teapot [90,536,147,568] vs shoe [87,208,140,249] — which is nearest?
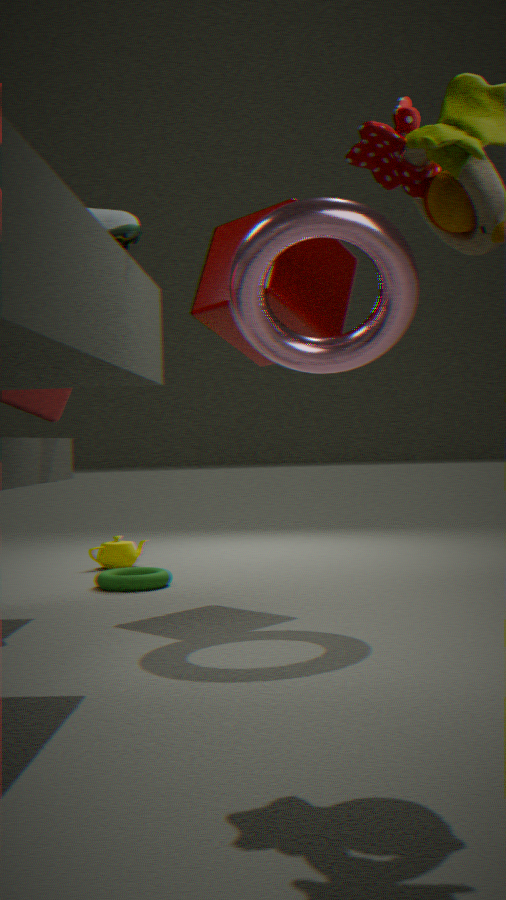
shoe [87,208,140,249]
